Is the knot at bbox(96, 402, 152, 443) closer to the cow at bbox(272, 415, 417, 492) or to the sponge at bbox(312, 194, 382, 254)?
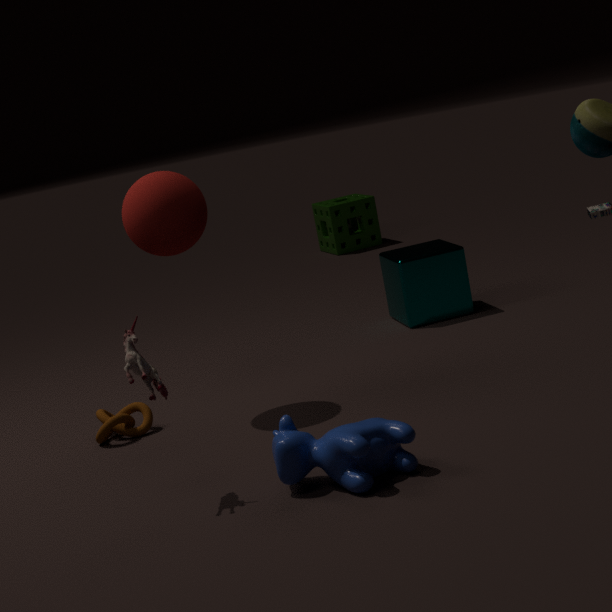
the cow at bbox(272, 415, 417, 492)
